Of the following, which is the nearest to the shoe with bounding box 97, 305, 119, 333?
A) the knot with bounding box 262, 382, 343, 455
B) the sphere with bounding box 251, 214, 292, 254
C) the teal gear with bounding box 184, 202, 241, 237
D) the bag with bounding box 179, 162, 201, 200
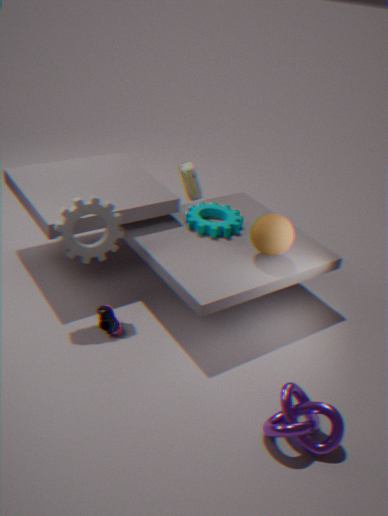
the teal gear with bounding box 184, 202, 241, 237
